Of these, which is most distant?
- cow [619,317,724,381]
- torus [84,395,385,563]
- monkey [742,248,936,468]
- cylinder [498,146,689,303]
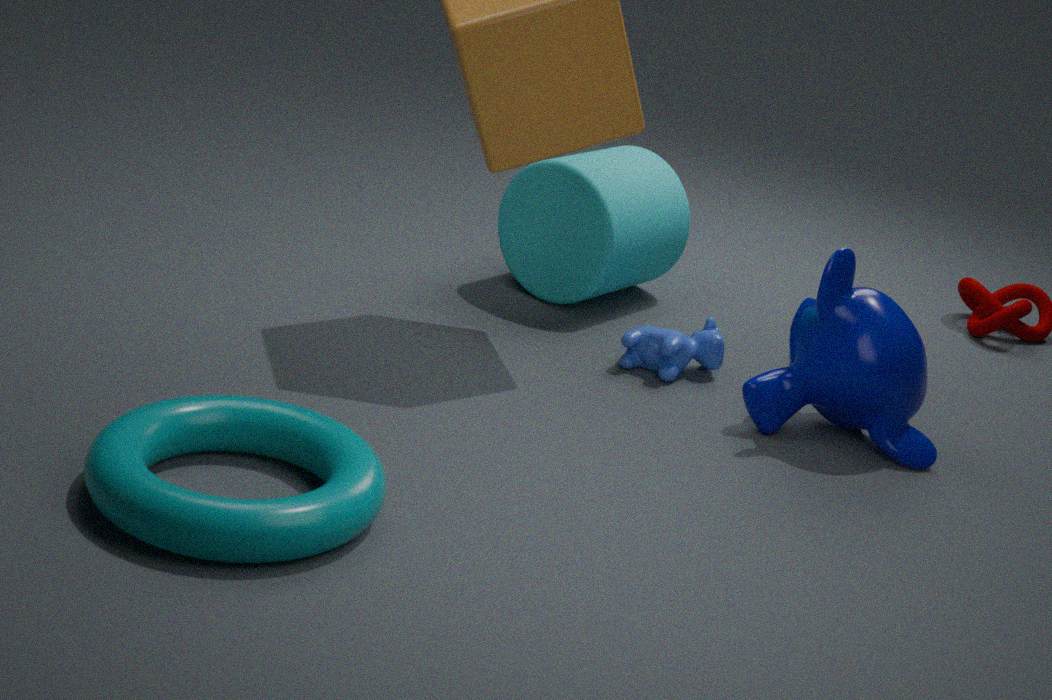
cylinder [498,146,689,303]
